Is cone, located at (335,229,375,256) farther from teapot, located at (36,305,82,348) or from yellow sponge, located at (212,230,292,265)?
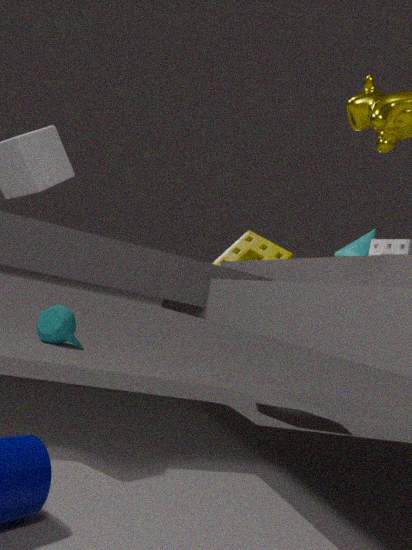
teapot, located at (36,305,82,348)
